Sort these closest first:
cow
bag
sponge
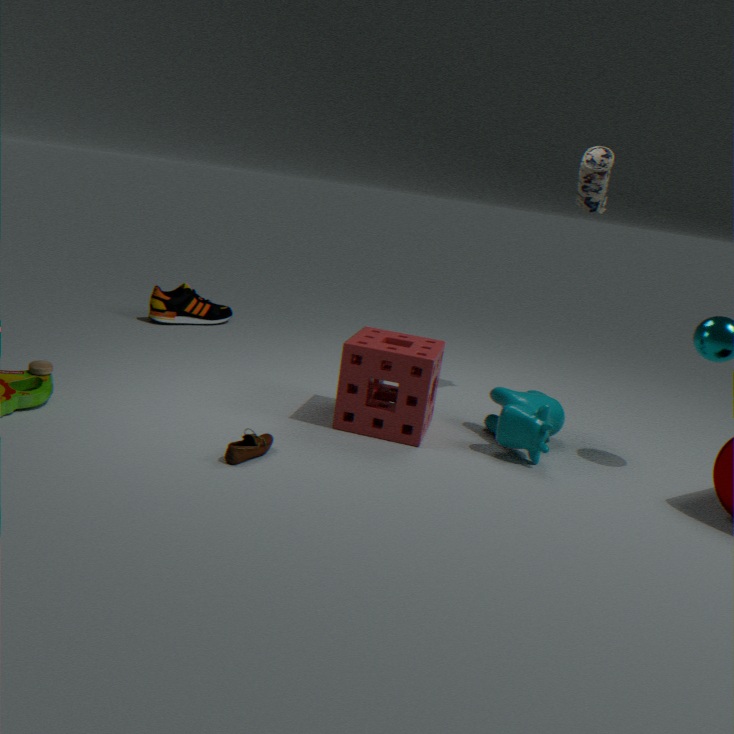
cow → sponge → bag
